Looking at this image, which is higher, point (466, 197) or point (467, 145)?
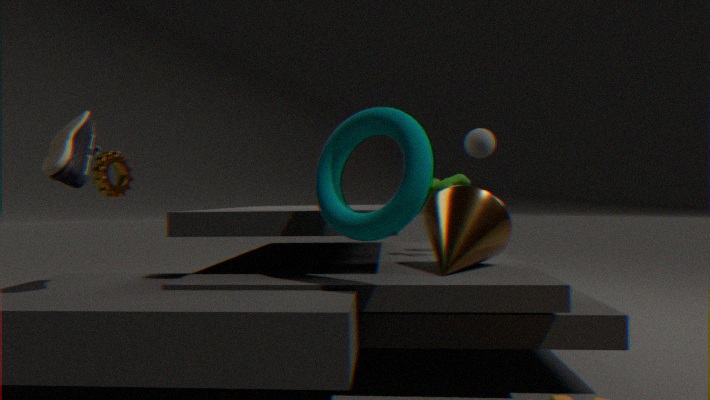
point (467, 145)
